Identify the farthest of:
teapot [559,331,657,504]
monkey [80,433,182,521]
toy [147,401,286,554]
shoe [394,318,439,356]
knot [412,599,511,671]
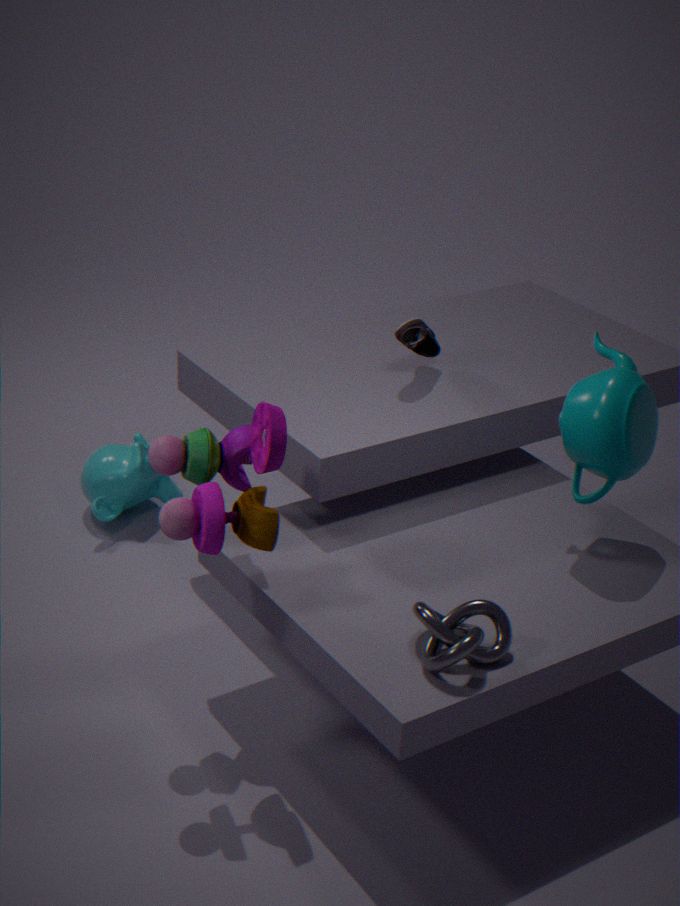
monkey [80,433,182,521]
